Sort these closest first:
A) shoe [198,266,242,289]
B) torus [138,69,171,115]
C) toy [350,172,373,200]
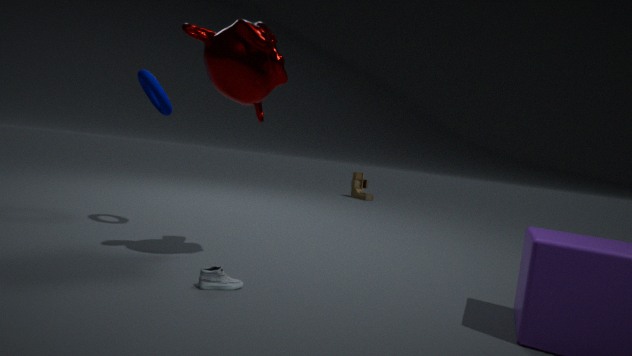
shoe [198,266,242,289]
torus [138,69,171,115]
toy [350,172,373,200]
